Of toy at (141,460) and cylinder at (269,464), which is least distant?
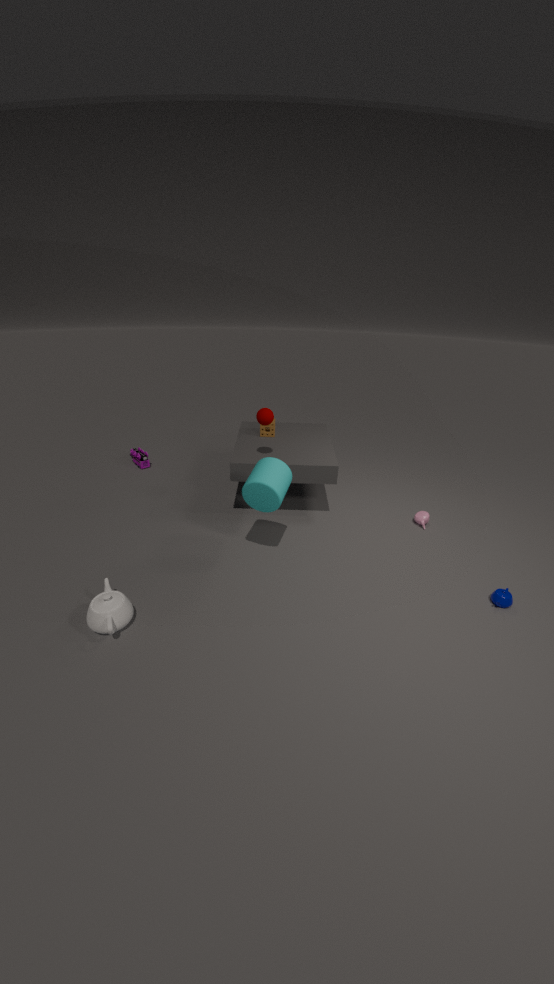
cylinder at (269,464)
